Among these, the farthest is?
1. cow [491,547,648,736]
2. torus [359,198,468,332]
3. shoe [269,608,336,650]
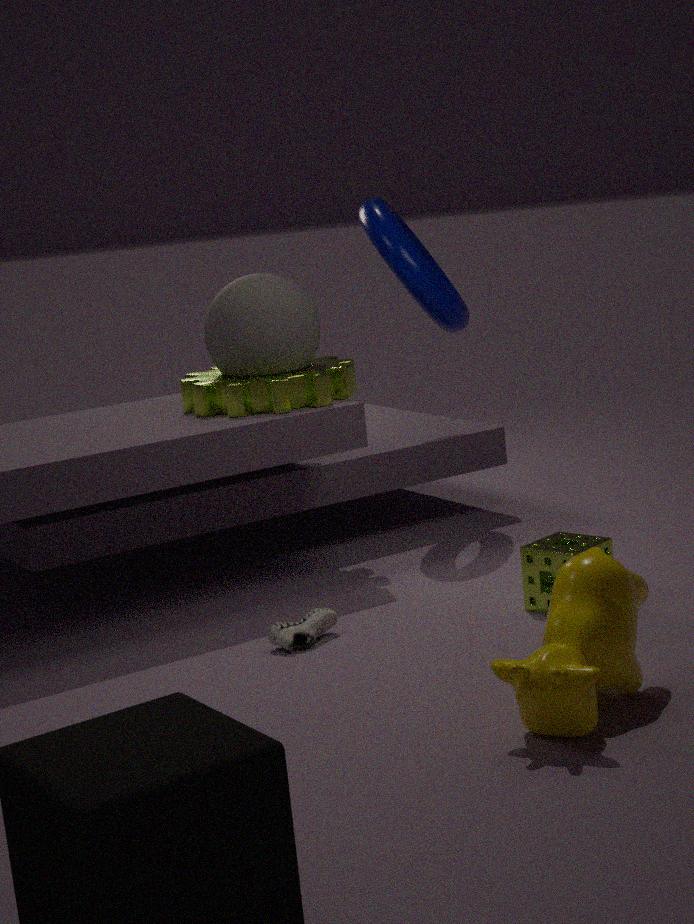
torus [359,198,468,332]
